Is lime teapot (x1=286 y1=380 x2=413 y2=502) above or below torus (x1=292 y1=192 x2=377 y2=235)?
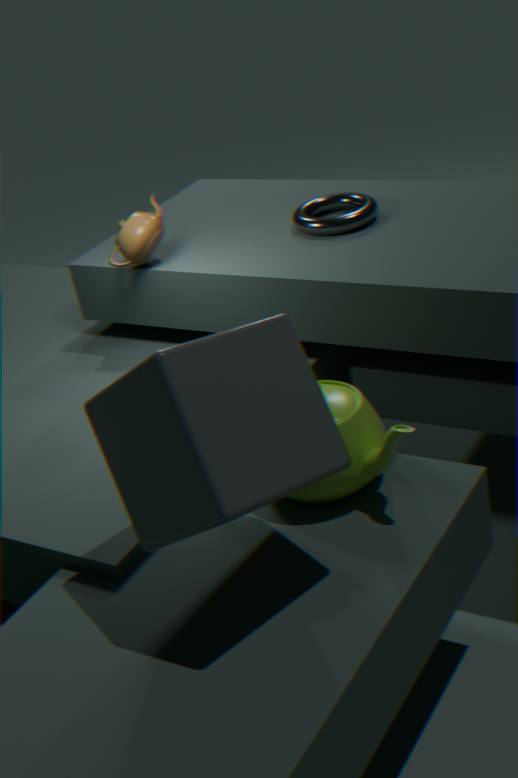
below
